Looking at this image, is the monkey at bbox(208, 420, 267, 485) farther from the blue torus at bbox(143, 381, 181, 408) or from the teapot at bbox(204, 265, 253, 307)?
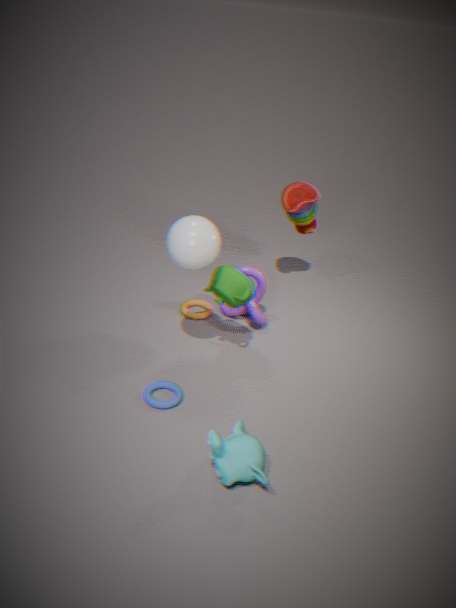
the teapot at bbox(204, 265, 253, 307)
